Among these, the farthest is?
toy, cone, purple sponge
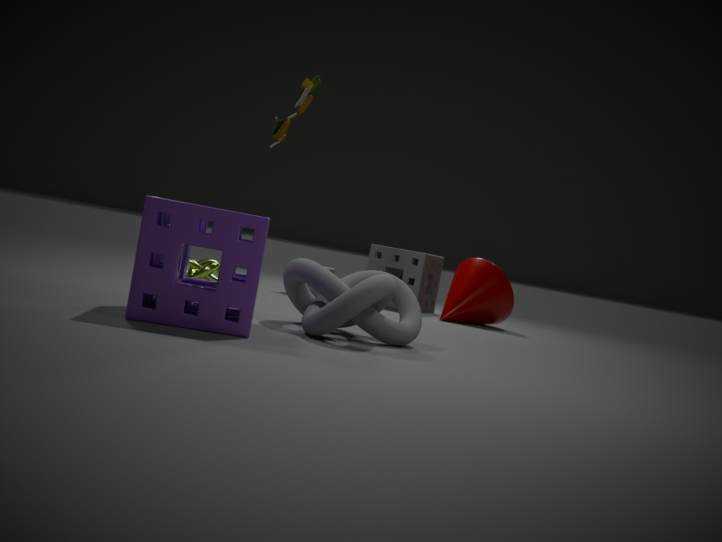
cone
